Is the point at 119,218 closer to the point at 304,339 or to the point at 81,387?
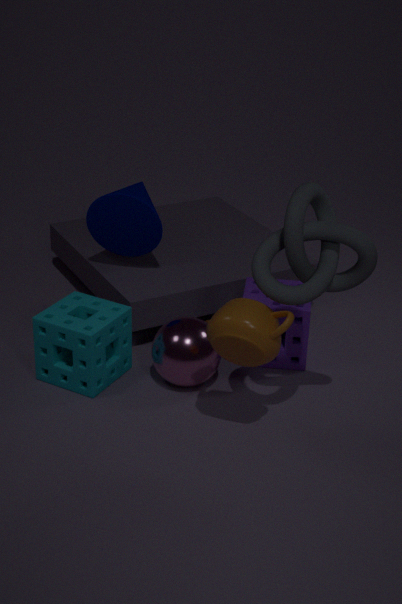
the point at 81,387
